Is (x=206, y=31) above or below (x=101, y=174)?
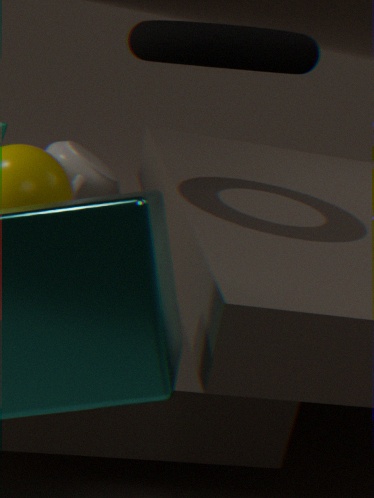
above
